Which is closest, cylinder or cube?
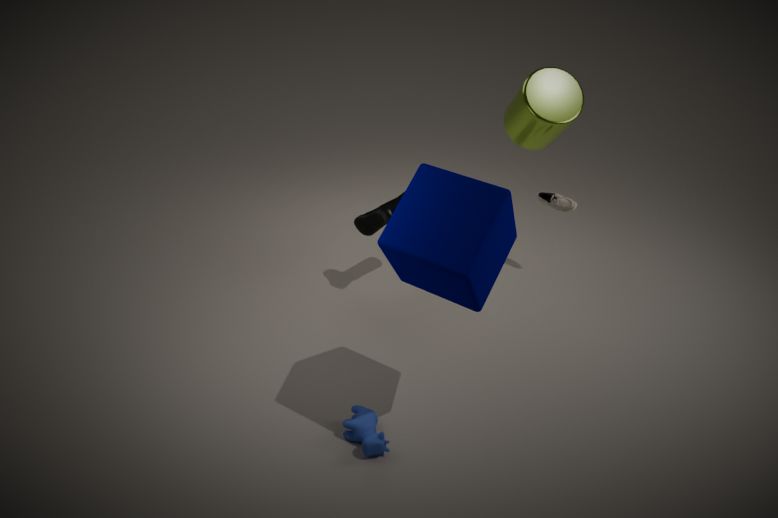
cube
